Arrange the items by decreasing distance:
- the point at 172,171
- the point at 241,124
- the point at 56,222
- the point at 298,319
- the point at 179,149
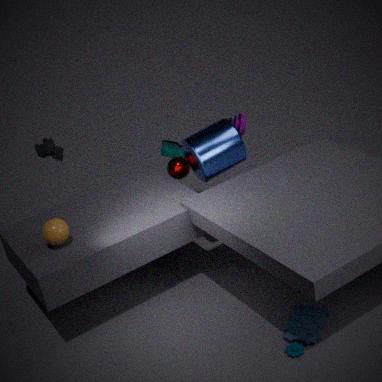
1. the point at 179,149
2. the point at 172,171
3. the point at 241,124
4. the point at 56,222
5. the point at 298,319
